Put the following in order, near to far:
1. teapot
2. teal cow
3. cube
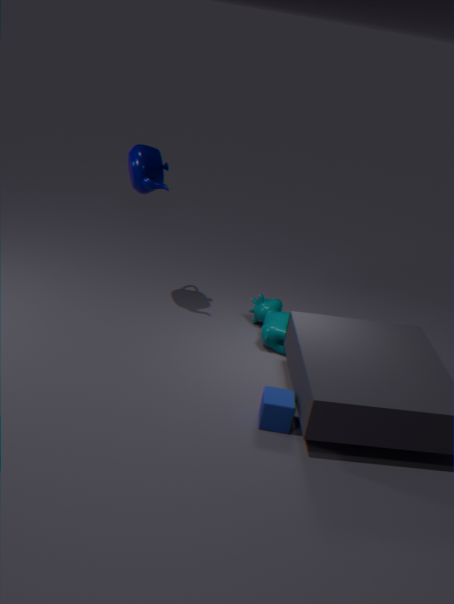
cube
teapot
teal cow
